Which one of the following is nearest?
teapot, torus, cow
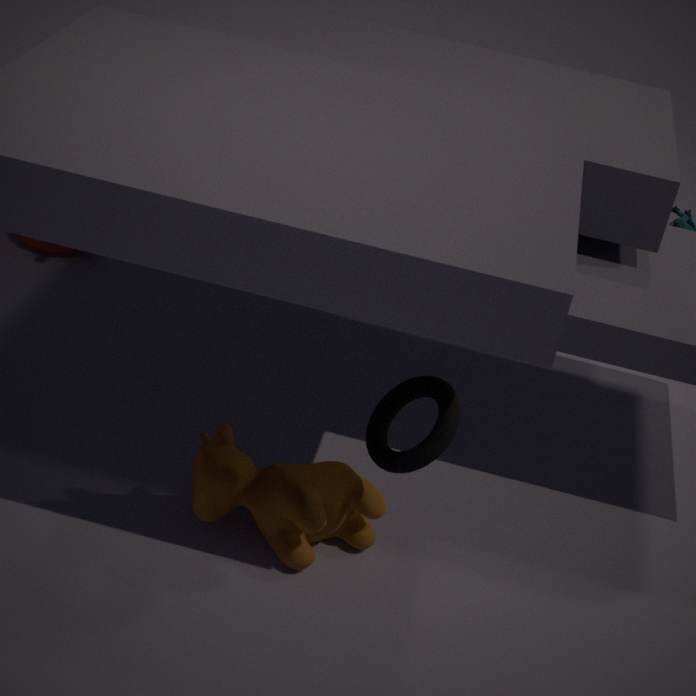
torus
